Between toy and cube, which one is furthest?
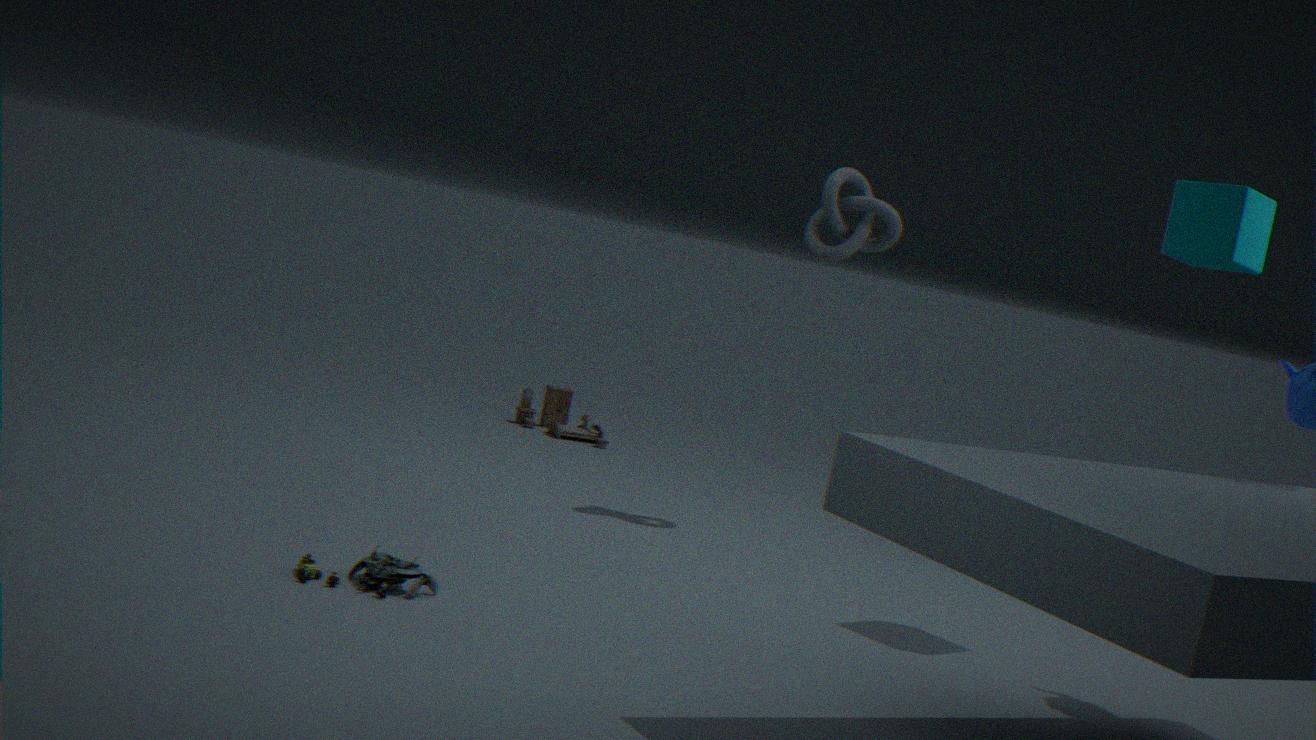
toy
